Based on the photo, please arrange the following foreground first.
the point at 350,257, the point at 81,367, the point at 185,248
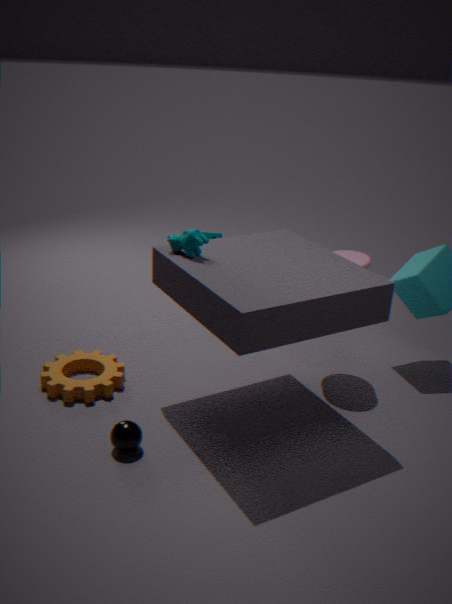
the point at 185,248, the point at 350,257, the point at 81,367
